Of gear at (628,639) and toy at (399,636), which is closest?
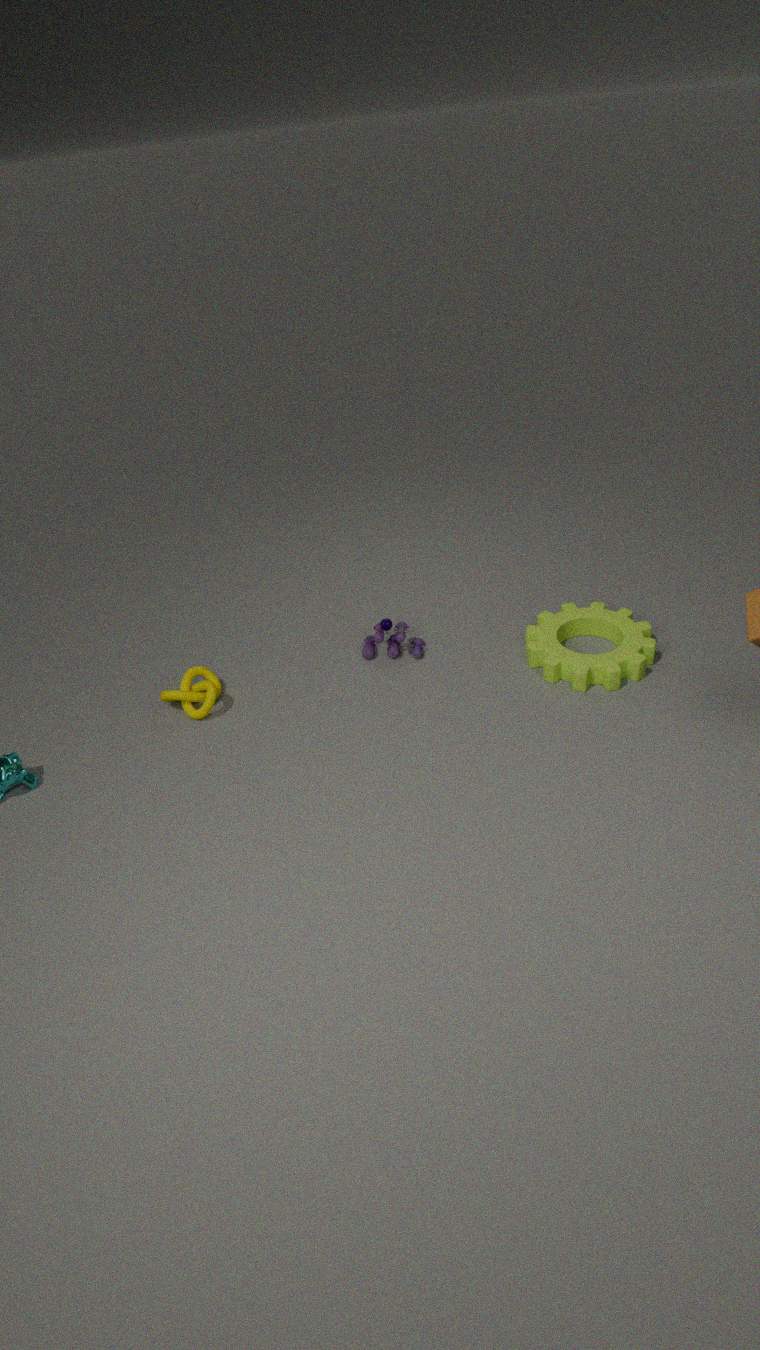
gear at (628,639)
